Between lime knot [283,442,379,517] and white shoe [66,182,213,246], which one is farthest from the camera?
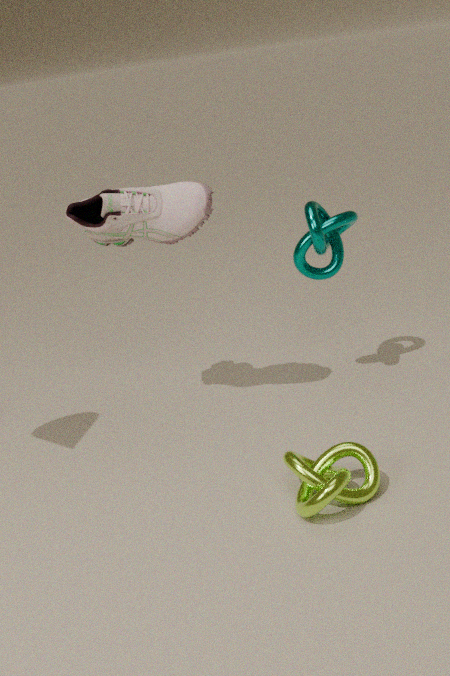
white shoe [66,182,213,246]
